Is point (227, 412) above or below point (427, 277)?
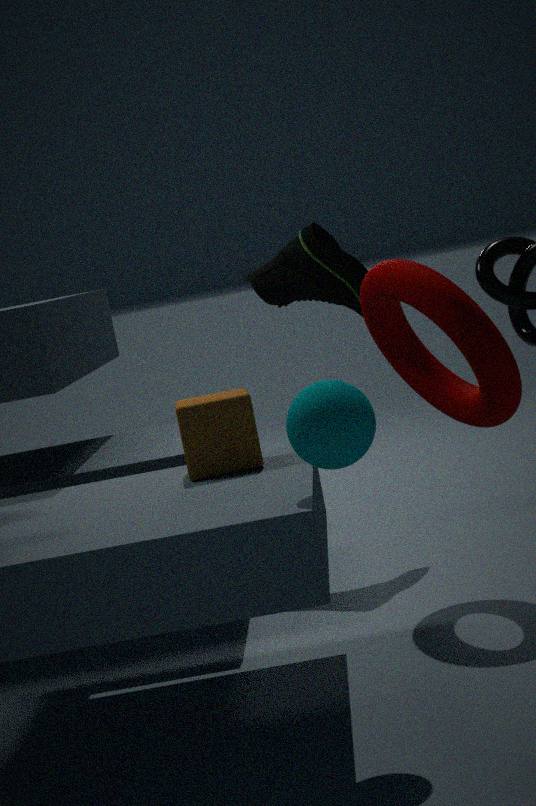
below
